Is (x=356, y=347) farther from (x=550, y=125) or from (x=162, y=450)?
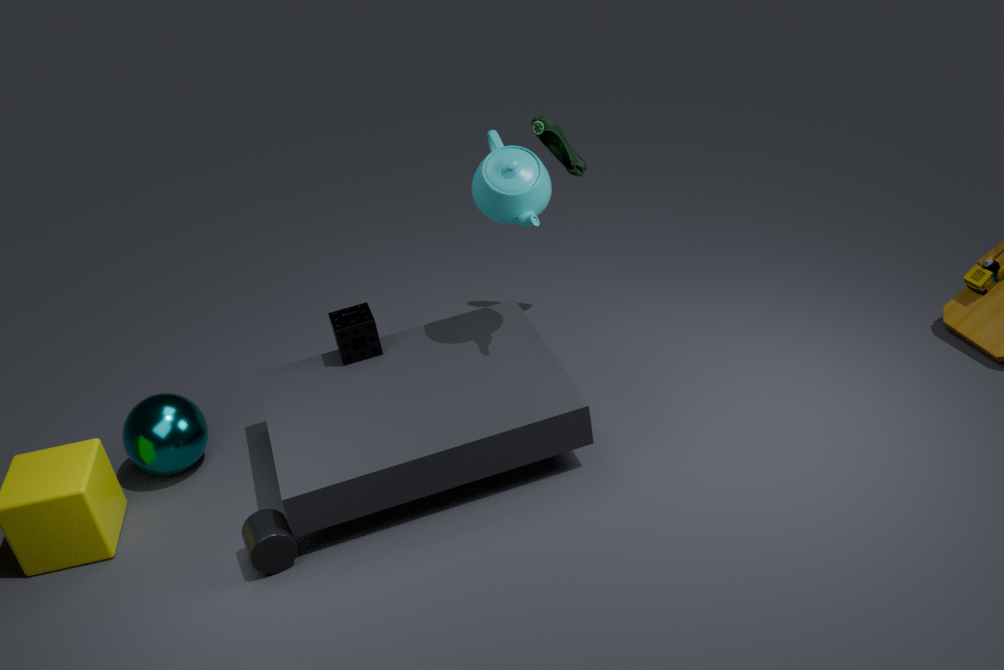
(x=550, y=125)
